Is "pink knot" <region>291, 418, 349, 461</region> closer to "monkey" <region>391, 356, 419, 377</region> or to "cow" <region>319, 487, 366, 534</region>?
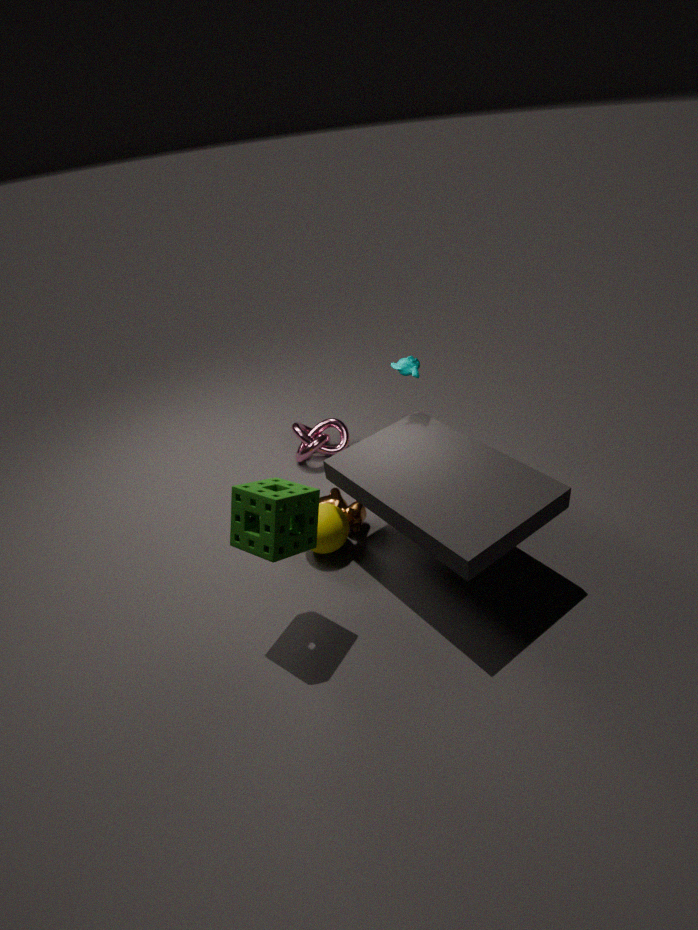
"cow" <region>319, 487, 366, 534</region>
